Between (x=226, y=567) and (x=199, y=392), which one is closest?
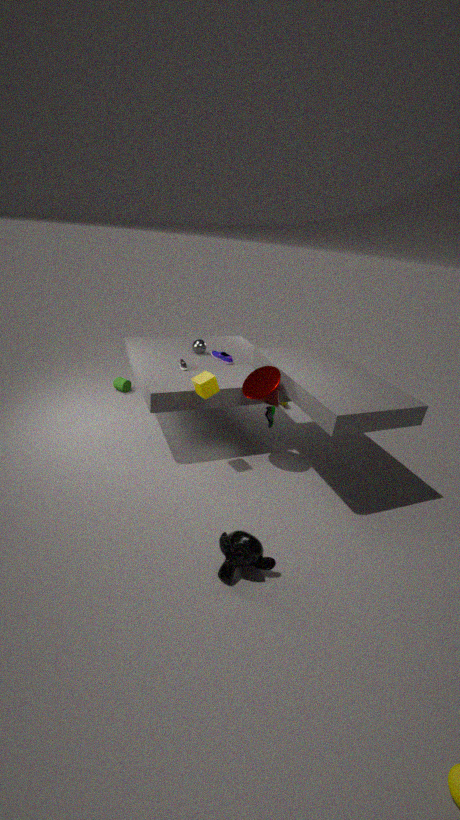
(x=226, y=567)
